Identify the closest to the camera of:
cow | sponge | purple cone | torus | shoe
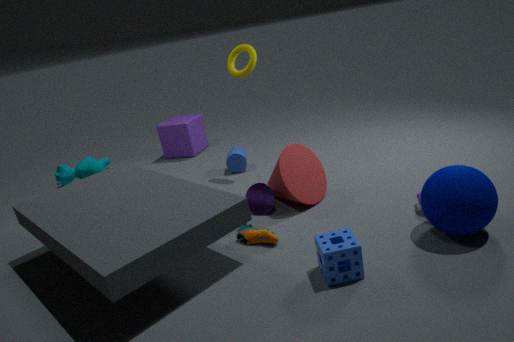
sponge
